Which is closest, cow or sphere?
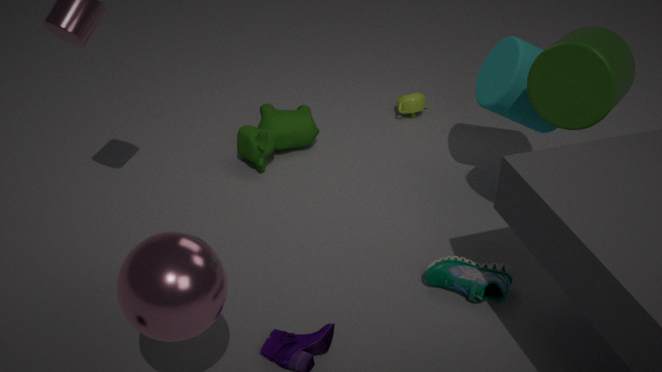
sphere
